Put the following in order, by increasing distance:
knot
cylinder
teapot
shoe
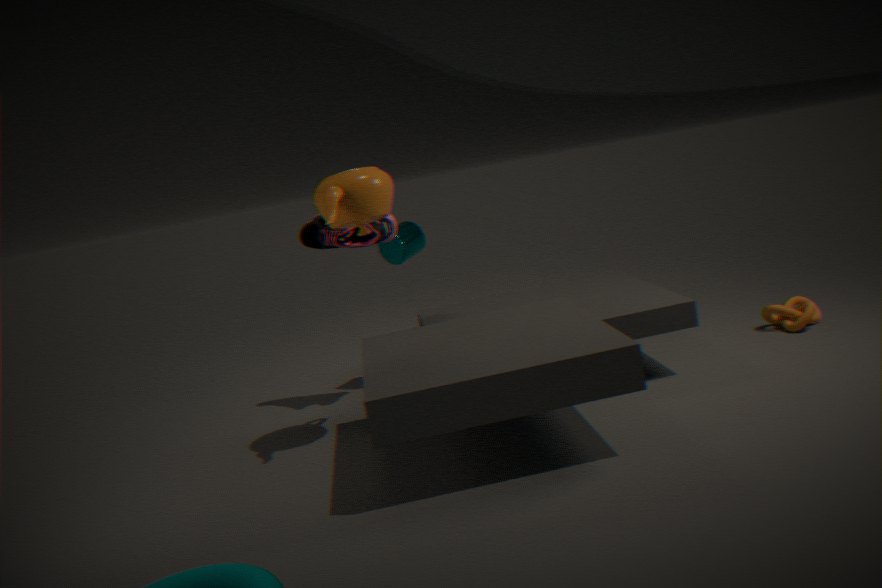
teapot, knot, shoe, cylinder
